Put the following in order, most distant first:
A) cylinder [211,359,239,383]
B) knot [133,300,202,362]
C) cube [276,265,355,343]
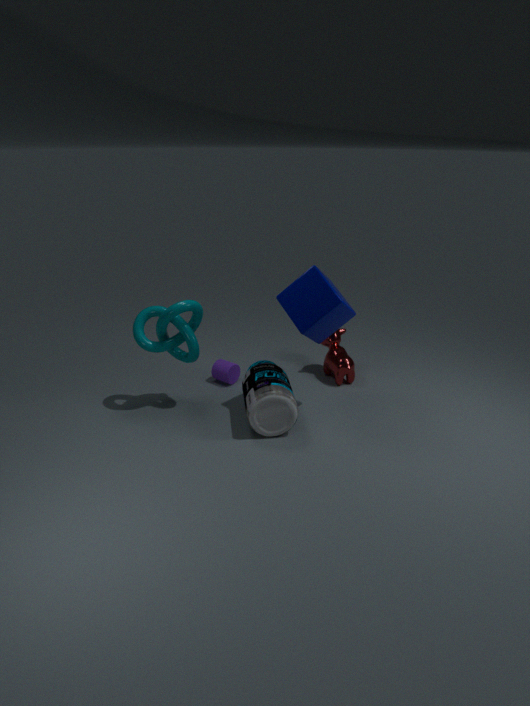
cylinder [211,359,239,383] < knot [133,300,202,362] < cube [276,265,355,343]
